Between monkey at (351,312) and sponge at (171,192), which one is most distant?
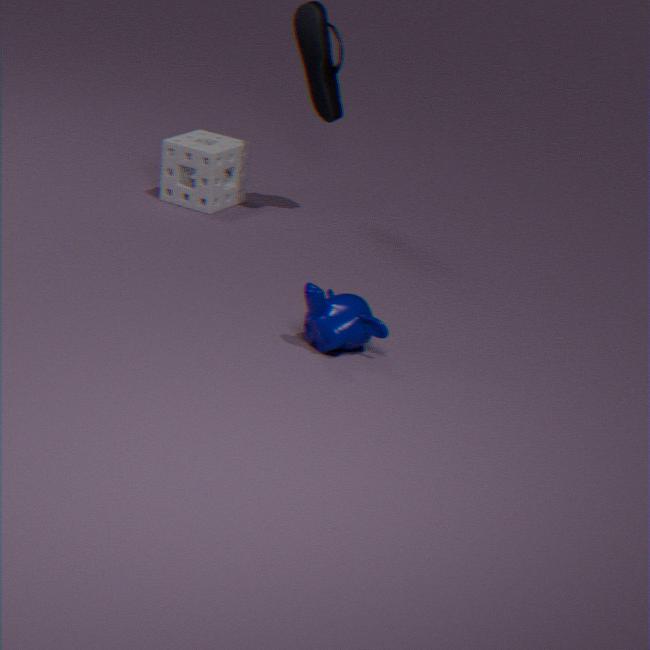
sponge at (171,192)
